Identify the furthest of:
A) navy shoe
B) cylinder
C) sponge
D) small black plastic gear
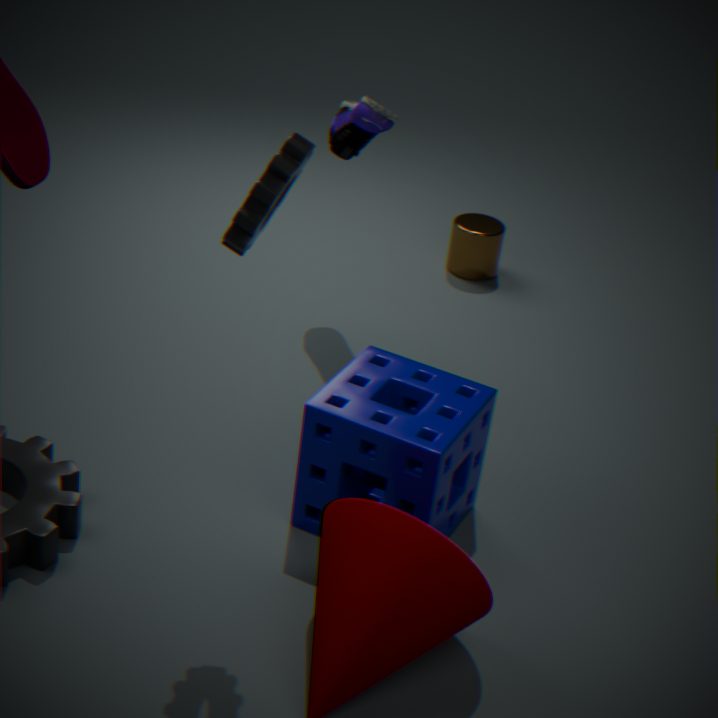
cylinder
